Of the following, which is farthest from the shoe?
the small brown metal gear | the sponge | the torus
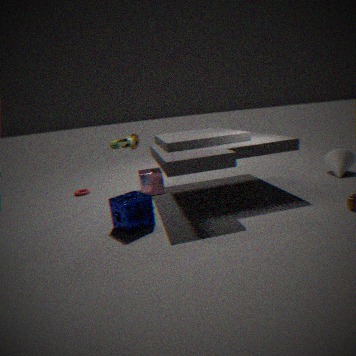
the torus
